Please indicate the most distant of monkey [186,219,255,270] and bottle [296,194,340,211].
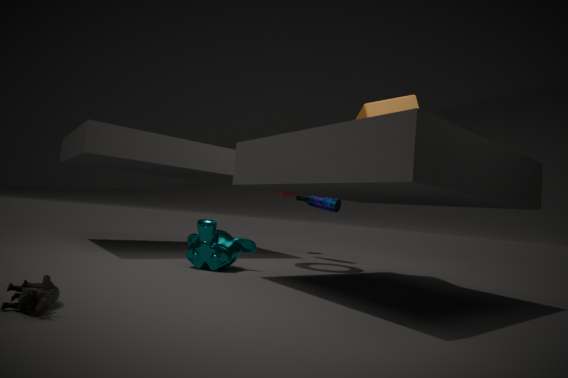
bottle [296,194,340,211]
